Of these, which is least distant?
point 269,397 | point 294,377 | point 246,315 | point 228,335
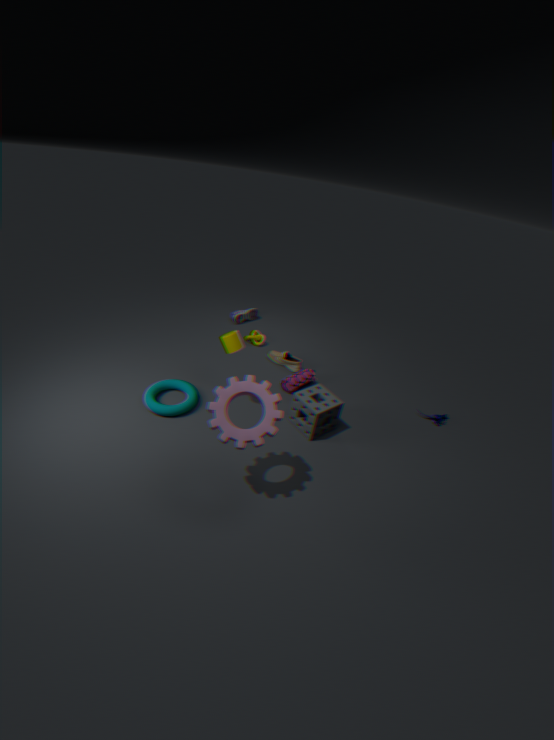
point 269,397
